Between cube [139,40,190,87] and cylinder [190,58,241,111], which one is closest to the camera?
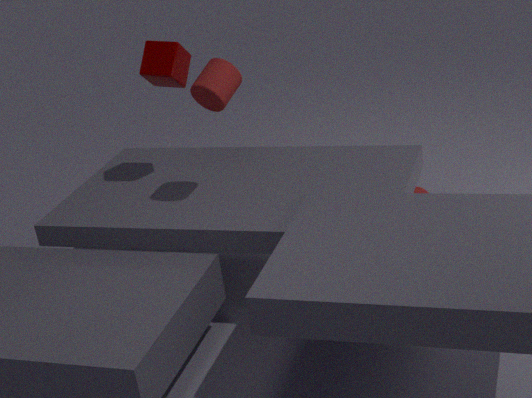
cylinder [190,58,241,111]
